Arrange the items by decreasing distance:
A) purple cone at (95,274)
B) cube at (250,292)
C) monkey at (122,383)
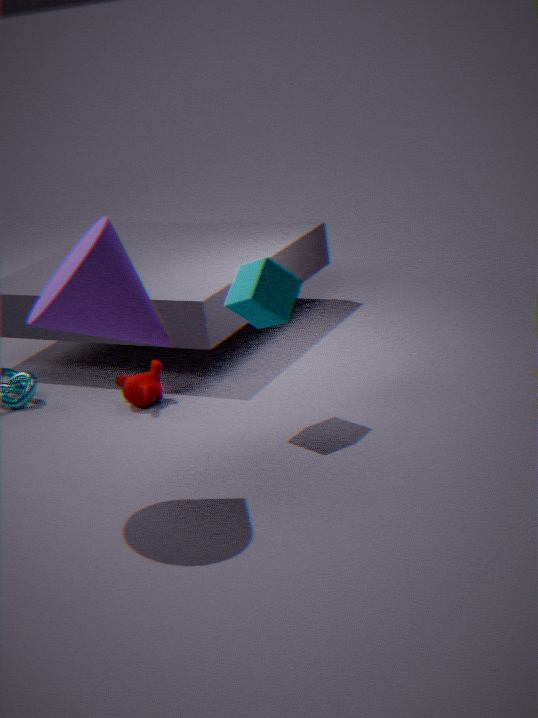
monkey at (122,383) → cube at (250,292) → purple cone at (95,274)
